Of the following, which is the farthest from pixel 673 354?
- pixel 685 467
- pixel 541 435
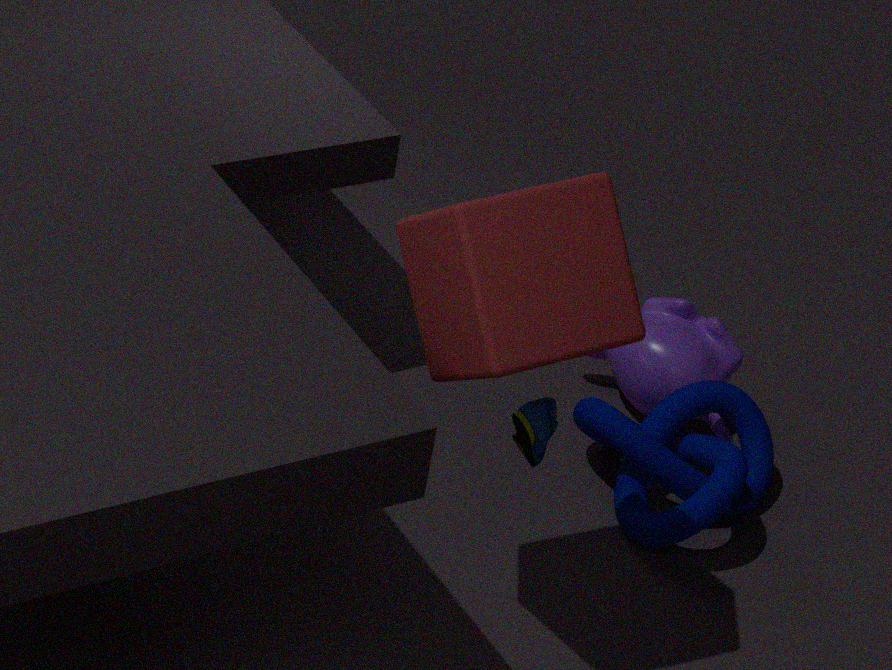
pixel 541 435
